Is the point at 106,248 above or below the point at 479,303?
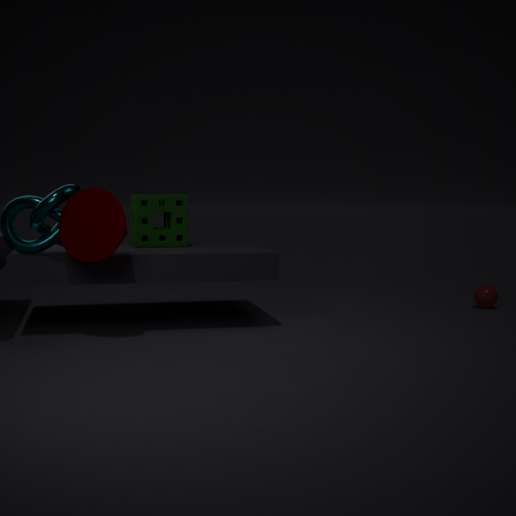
above
